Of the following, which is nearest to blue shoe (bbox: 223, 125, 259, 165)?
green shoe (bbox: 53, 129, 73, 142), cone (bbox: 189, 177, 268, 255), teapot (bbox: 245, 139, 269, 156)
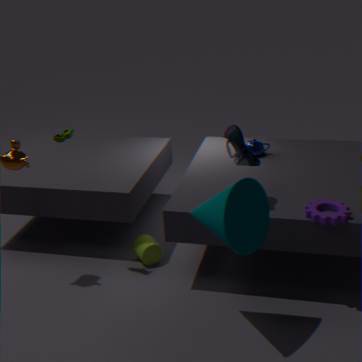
cone (bbox: 189, 177, 268, 255)
